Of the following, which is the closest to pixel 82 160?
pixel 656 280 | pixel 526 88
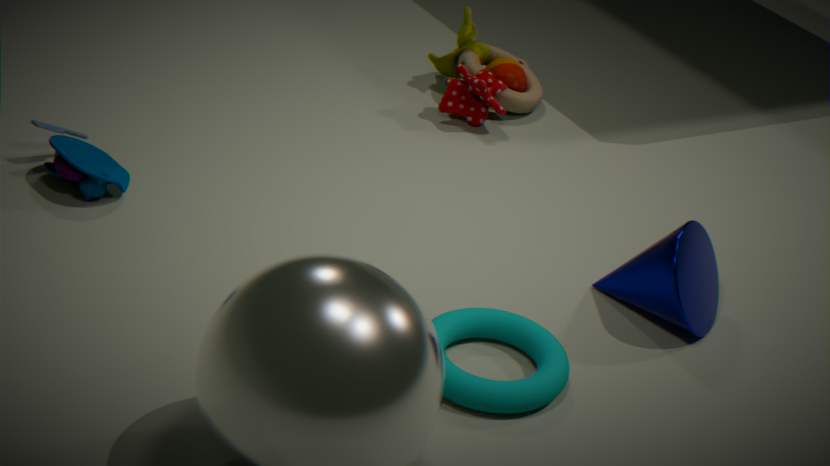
pixel 526 88
